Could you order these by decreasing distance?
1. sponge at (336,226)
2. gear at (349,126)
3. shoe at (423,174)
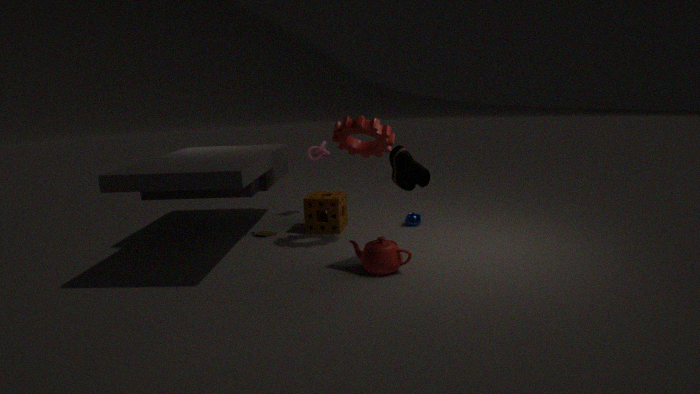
sponge at (336,226) → gear at (349,126) → shoe at (423,174)
